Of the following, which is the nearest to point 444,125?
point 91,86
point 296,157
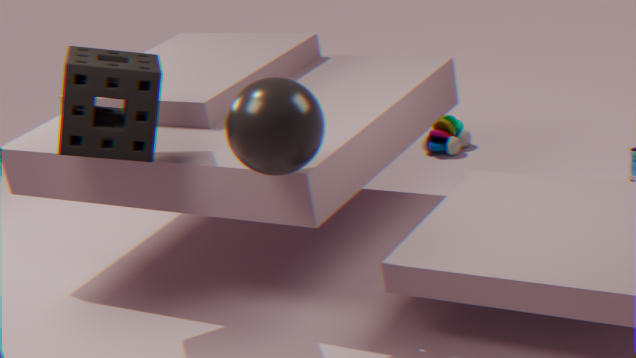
point 296,157
